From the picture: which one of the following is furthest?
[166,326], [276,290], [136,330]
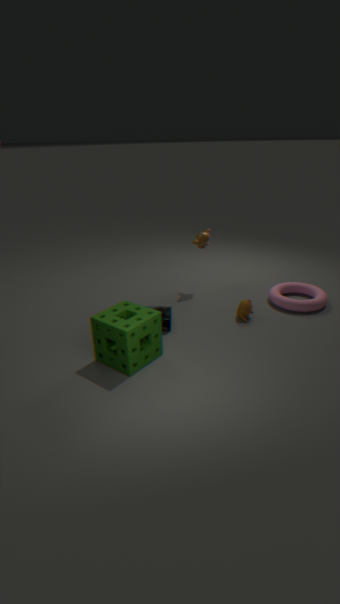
[276,290]
